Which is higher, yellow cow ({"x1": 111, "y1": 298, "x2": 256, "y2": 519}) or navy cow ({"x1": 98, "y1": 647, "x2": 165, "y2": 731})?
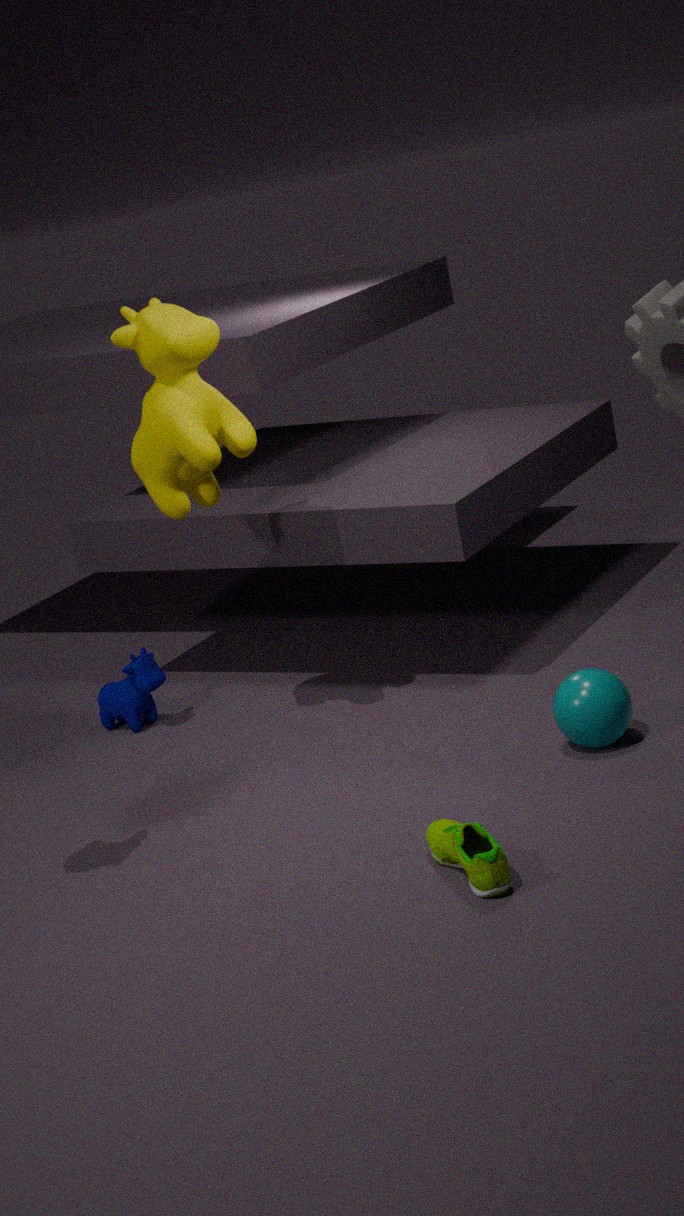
yellow cow ({"x1": 111, "y1": 298, "x2": 256, "y2": 519})
